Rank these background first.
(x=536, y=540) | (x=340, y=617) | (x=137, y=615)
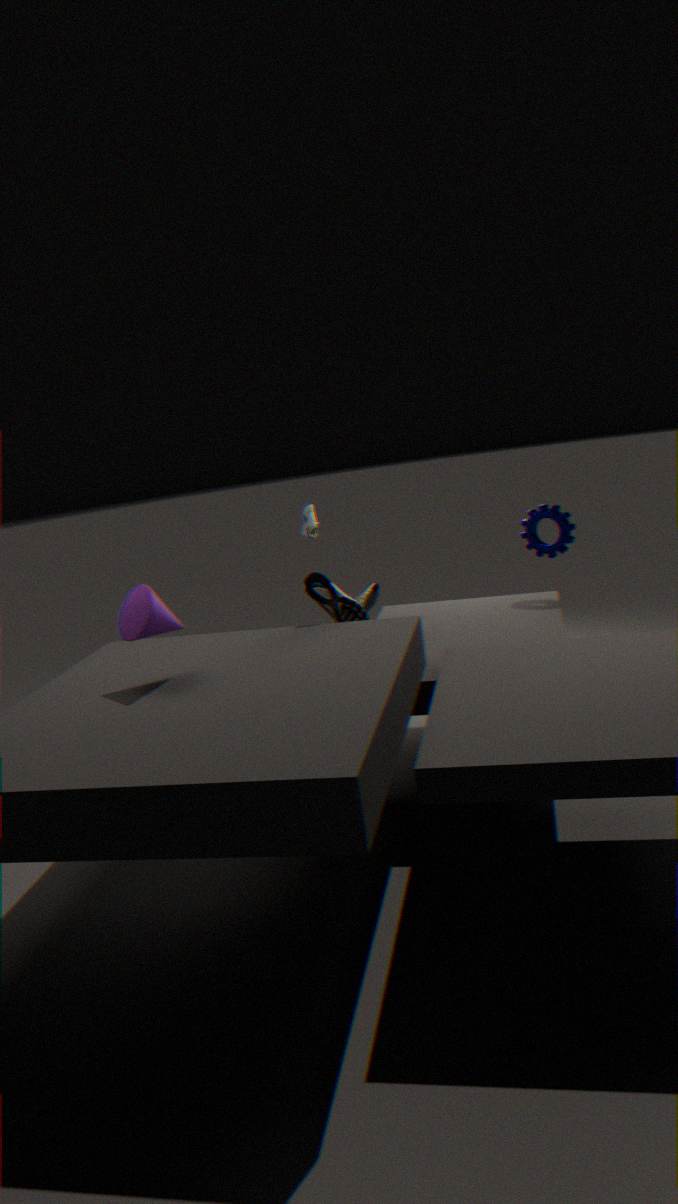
(x=536, y=540) → (x=340, y=617) → (x=137, y=615)
